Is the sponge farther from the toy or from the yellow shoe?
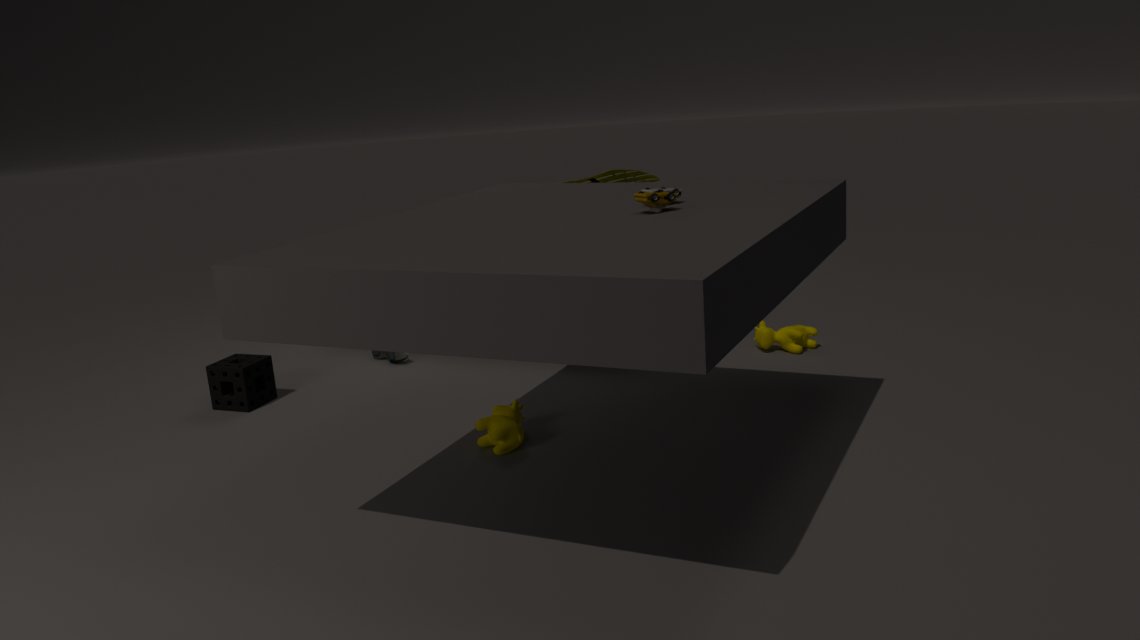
the toy
